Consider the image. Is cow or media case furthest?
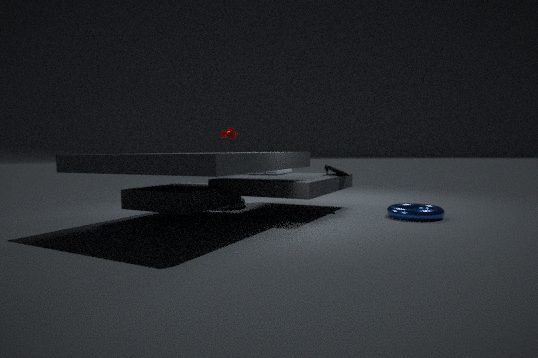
cow
